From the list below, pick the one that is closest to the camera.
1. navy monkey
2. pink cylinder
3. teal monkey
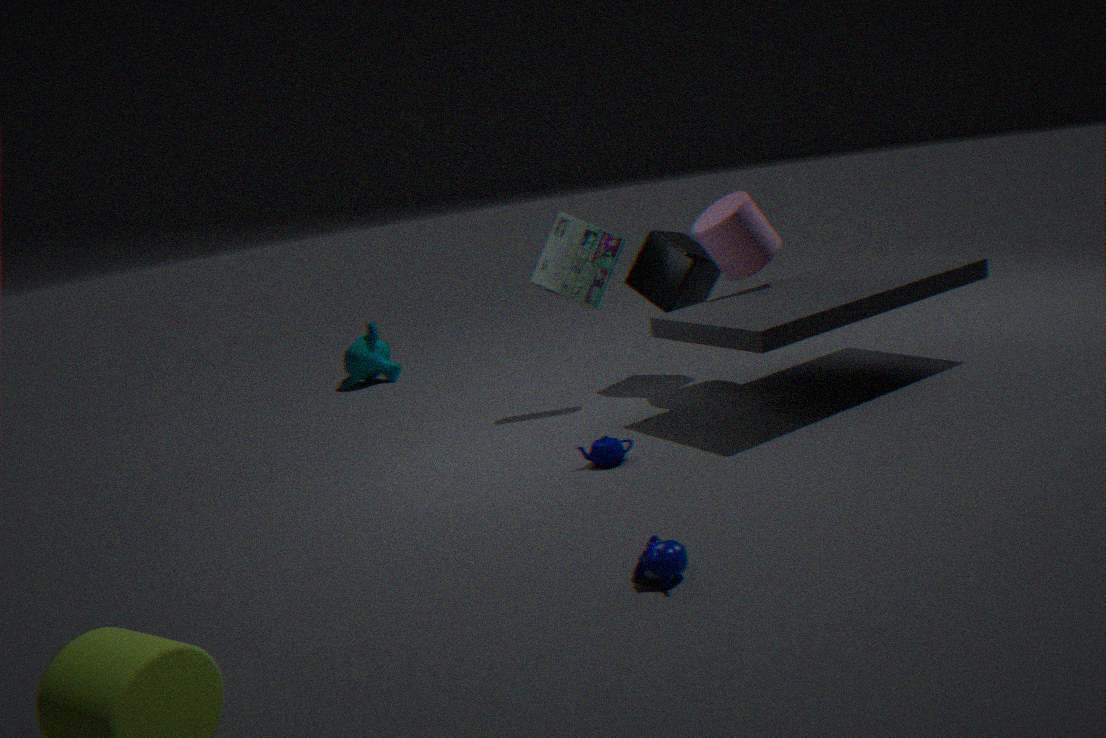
navy monkey
